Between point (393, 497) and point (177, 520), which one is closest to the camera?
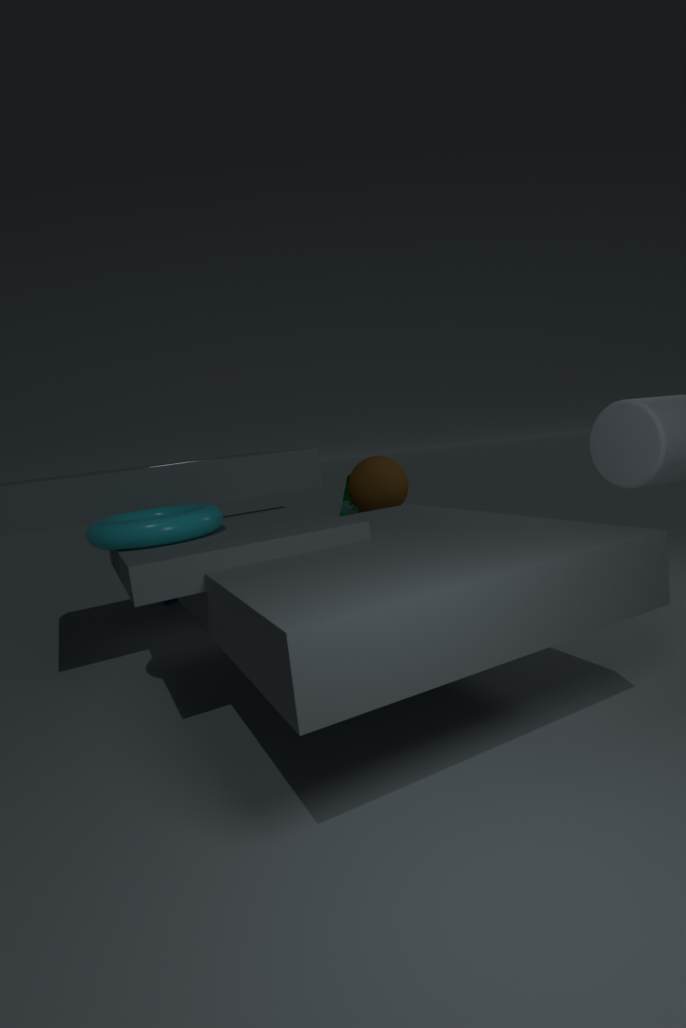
point (177, 520)
